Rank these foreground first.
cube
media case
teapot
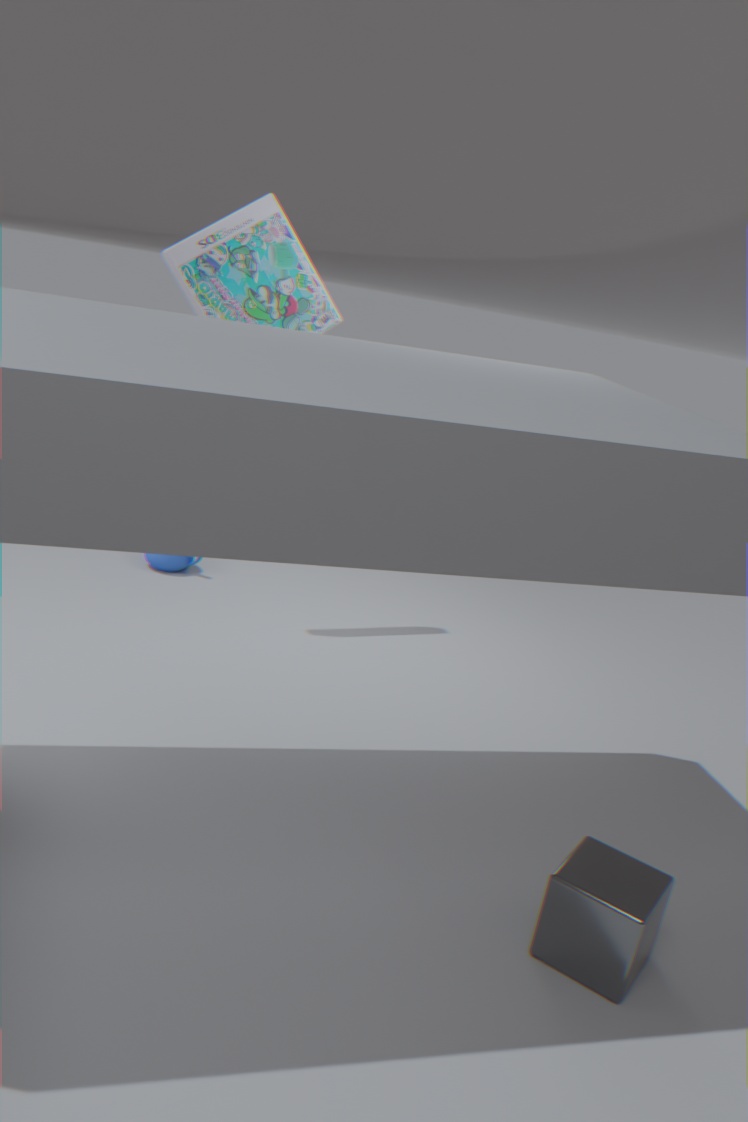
cube → media case → teapot
